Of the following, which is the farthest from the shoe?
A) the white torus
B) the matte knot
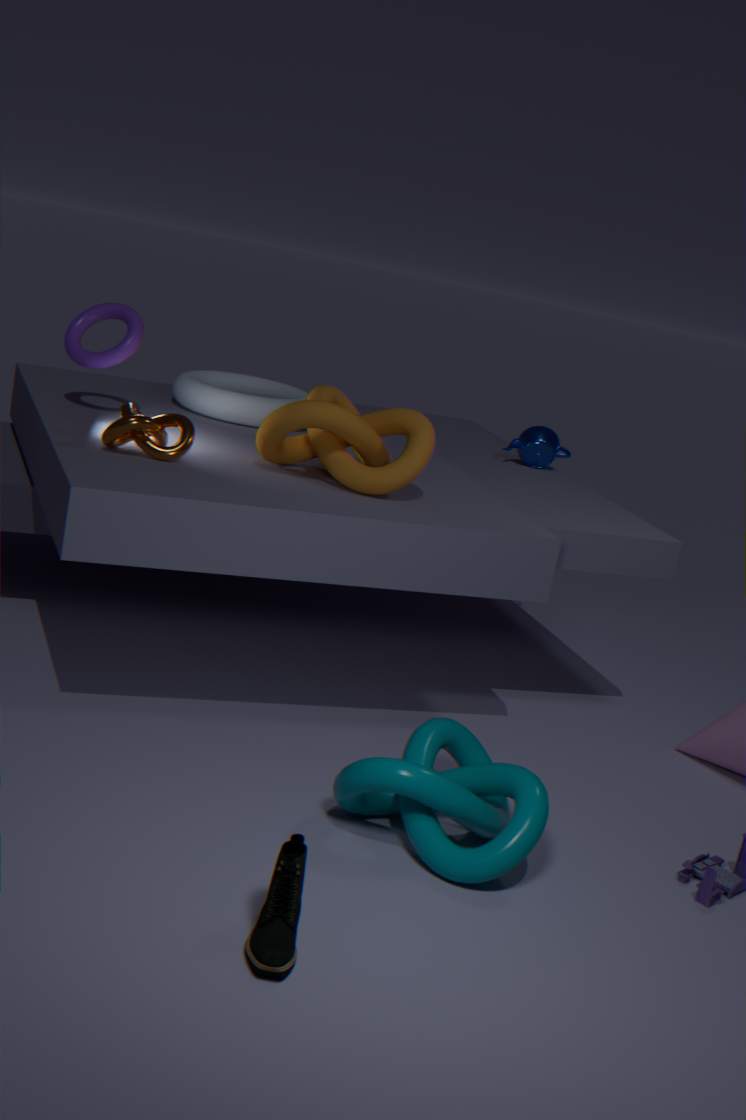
the white torus
